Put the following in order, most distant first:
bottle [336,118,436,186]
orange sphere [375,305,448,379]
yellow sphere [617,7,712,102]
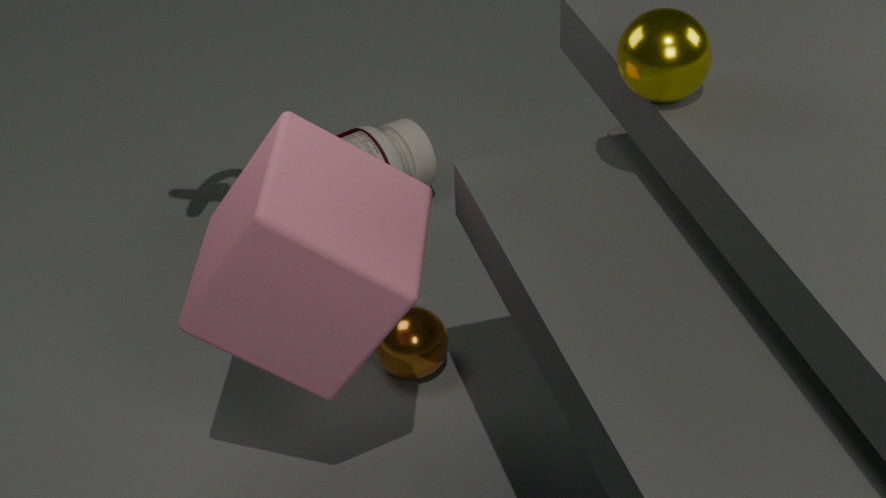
bottle [336,118,436,186]
orange sphere [375,305,448,379]
yellow sphere [617,7,712,102]
